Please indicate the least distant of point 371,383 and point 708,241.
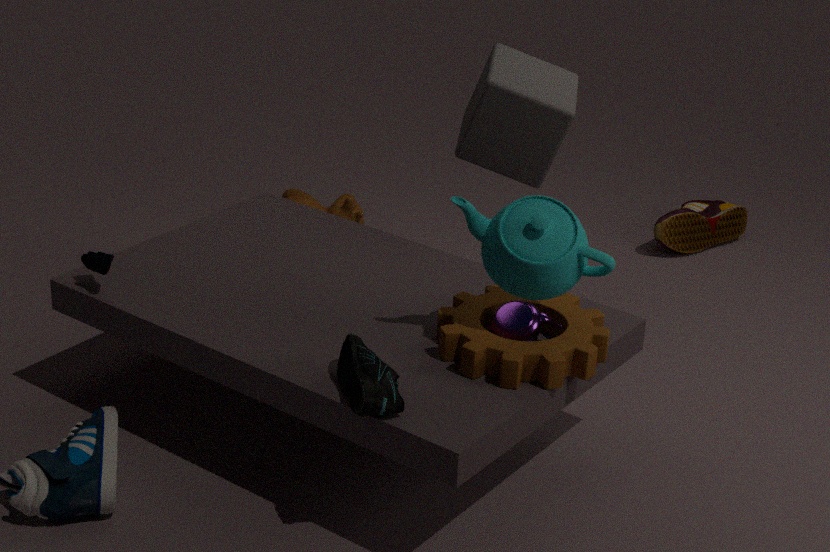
point 371,383
